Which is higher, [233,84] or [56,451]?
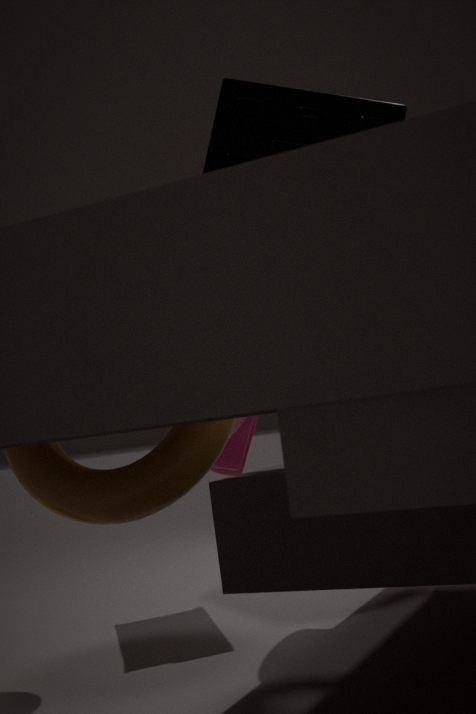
[233,84]
